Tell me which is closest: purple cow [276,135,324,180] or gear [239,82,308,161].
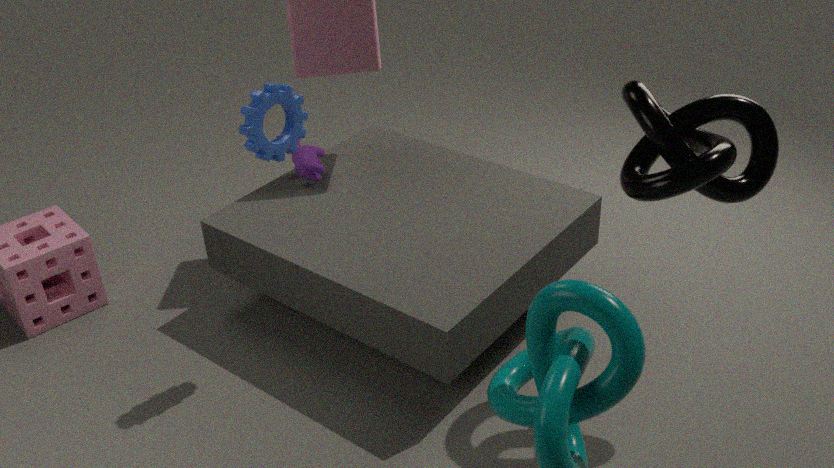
gear [239,82,308,161]
